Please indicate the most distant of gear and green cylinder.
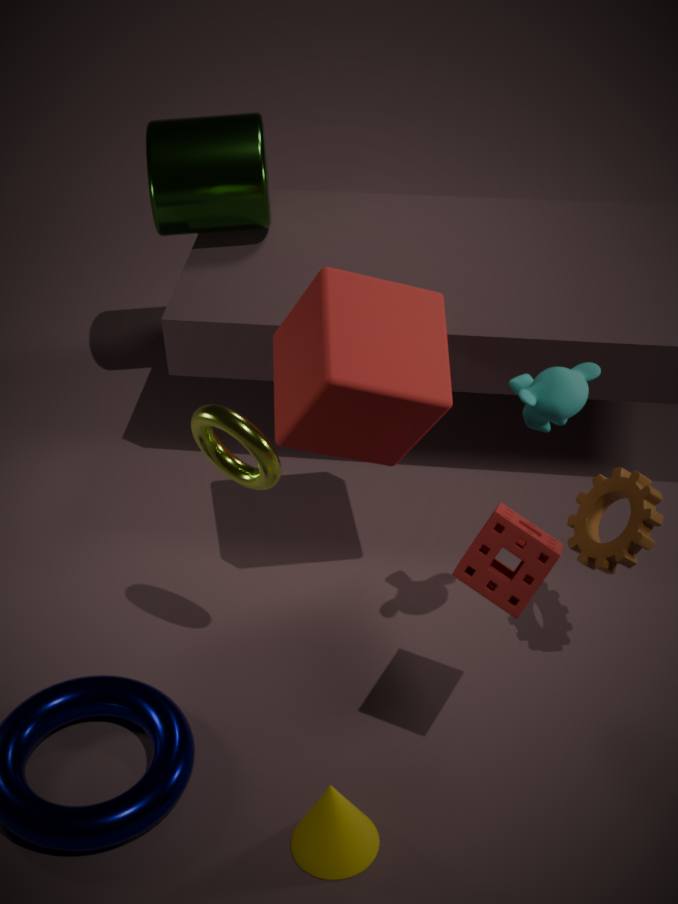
green cylinder
